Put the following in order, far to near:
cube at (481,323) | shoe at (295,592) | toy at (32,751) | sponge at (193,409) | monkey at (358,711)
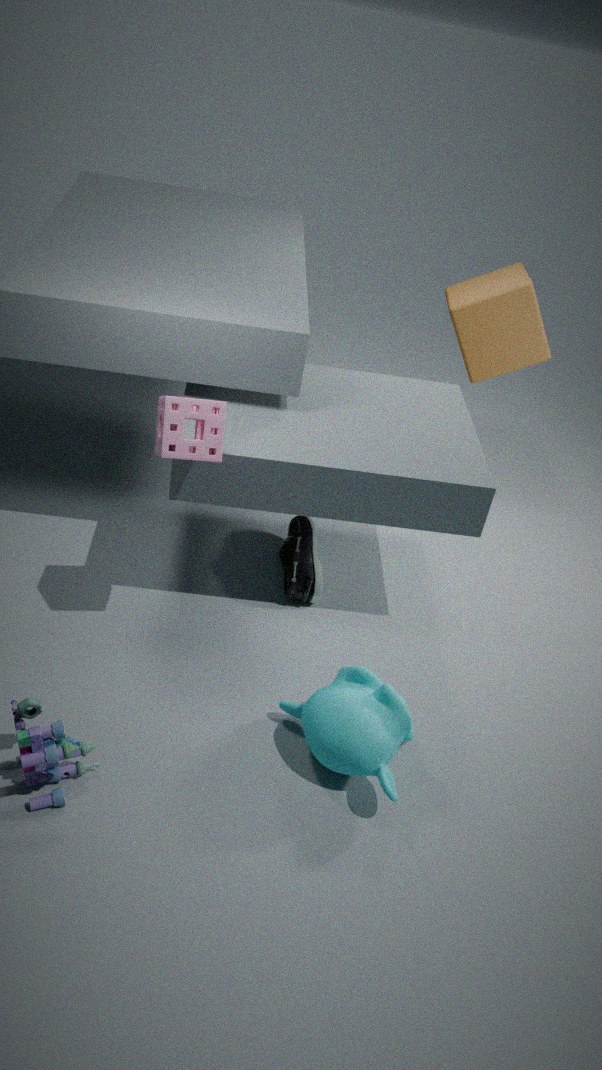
1. cube at (481,323)
2. shoe at (295,592)
3. sponge at (193,409)
4. monkey at (358,711)
5. toy at (32,751)
